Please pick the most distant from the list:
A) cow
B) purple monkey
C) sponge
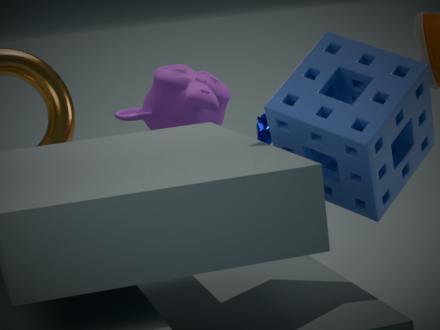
purple monkey
